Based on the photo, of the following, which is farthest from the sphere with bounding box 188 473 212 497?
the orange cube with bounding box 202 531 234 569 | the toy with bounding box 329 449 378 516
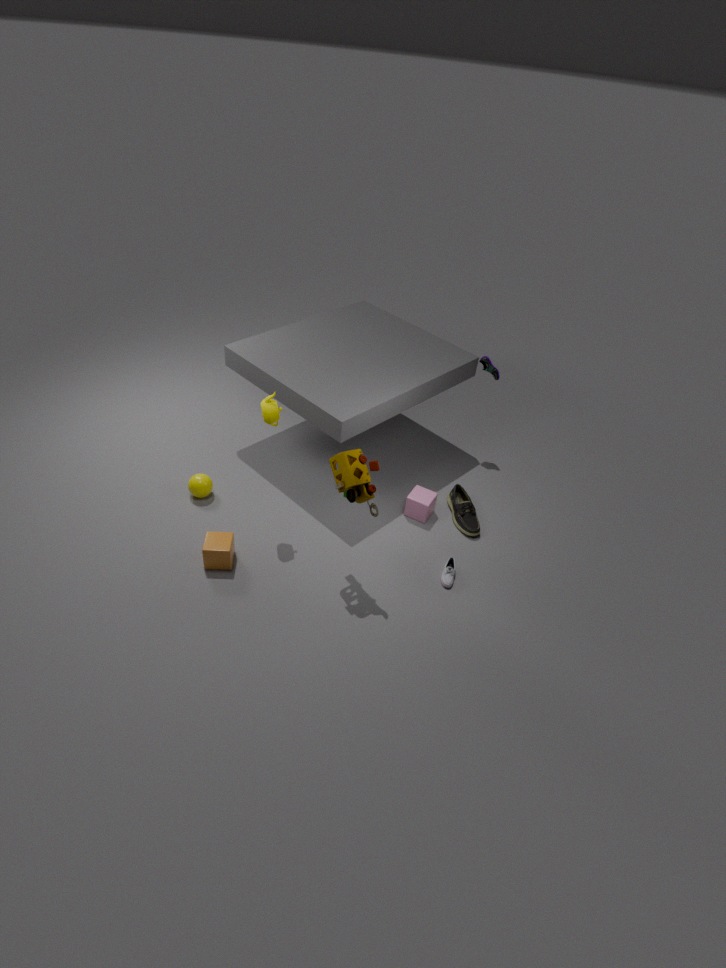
the toy with bounding box 329 449 378 516
